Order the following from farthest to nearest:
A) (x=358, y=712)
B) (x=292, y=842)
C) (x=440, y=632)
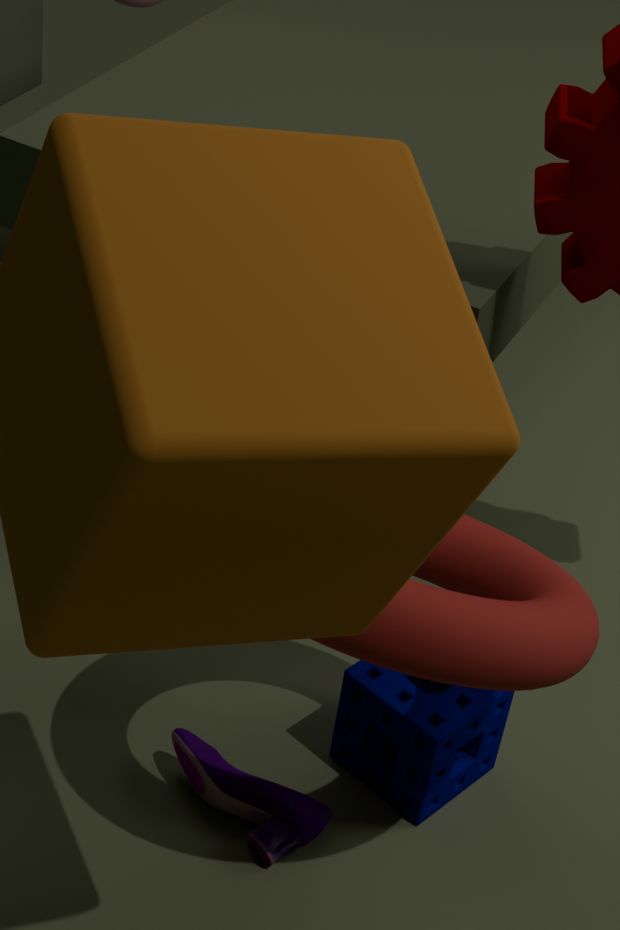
1. (x=358, y=712)
2. (x=292, y=842)
3. (x=440, y=632)
